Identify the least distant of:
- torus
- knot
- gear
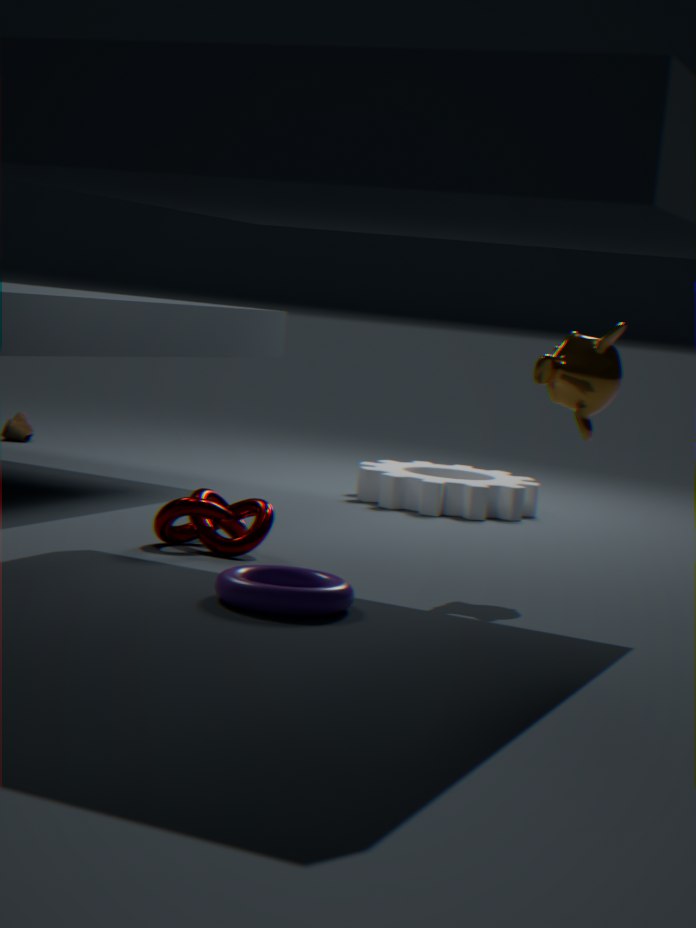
torus
